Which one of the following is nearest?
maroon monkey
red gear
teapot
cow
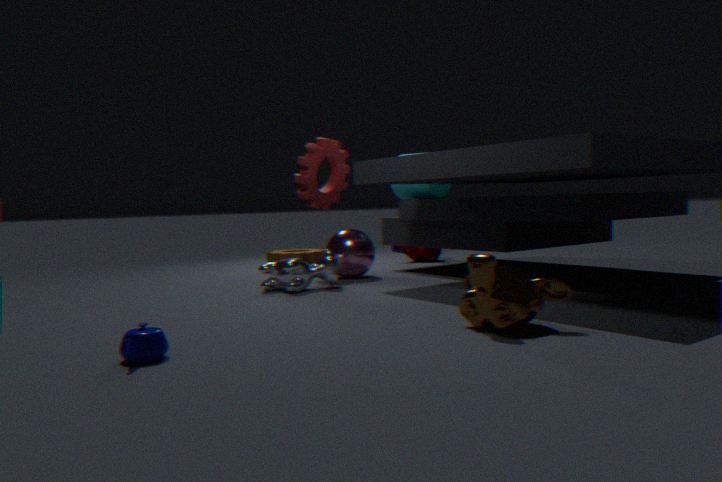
teapot
